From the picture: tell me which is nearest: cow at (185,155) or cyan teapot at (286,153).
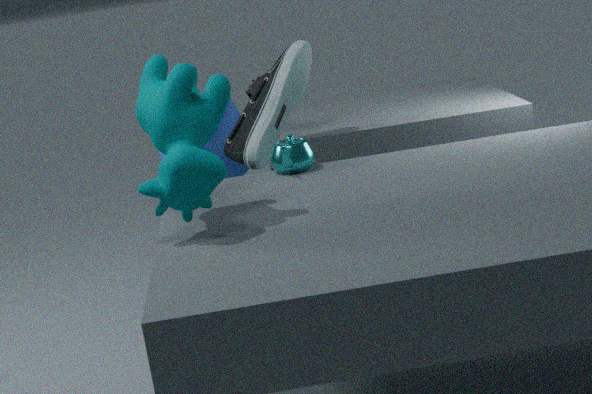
cow at (185,155)
